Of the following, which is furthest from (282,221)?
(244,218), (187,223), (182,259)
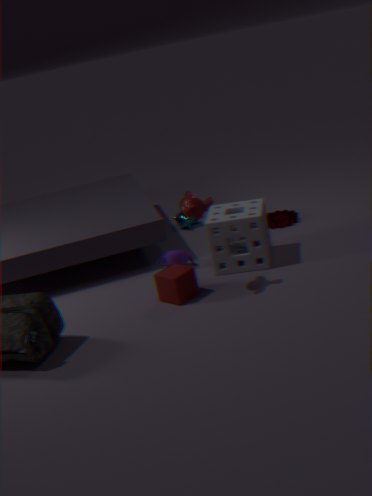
(182,259)
